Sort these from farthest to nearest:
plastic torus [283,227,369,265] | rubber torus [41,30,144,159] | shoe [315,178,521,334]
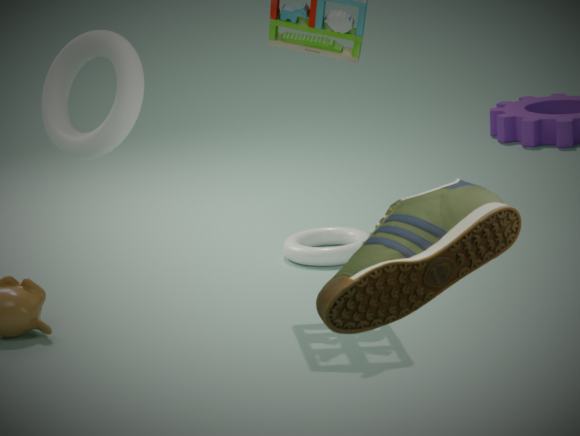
plastic torus [283,227,369,265]
rubber torus [41,30,144,159]
shoe [315,178,521,334]
